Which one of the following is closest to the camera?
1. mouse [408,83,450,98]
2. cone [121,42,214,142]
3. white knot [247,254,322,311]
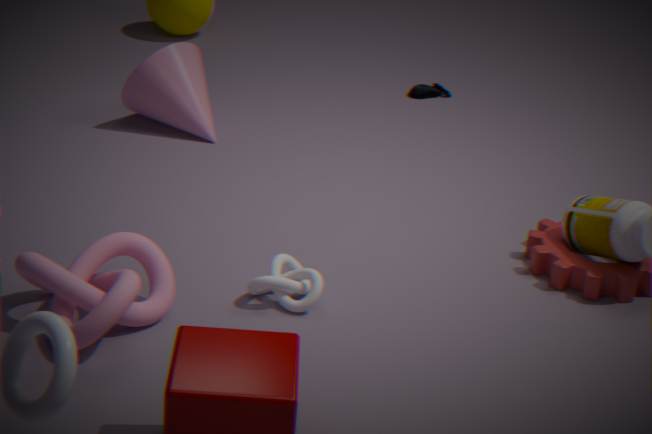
white knot [247,254,322,311]
